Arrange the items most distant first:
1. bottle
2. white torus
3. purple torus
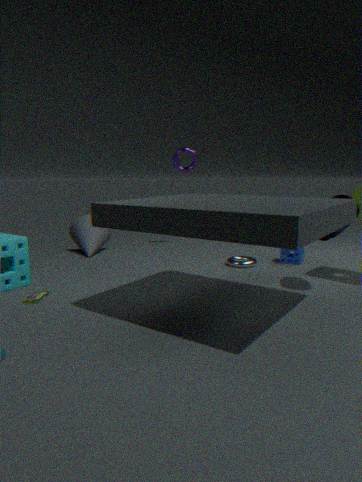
1. purple torus
2. white torus
3. bottle
